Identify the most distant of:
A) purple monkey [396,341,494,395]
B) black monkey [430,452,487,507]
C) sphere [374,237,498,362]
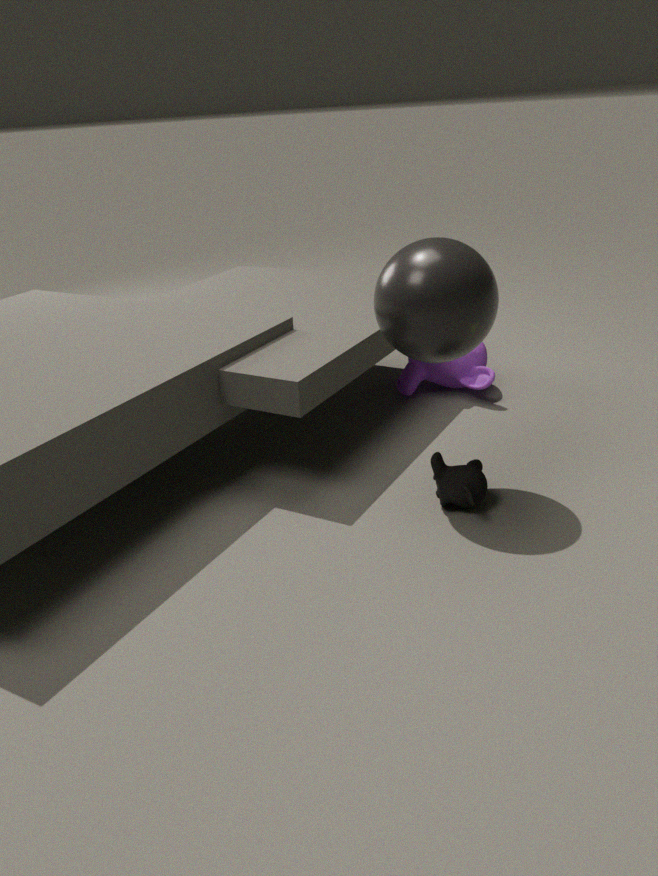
A. purple monkey [396,341,494,395]
